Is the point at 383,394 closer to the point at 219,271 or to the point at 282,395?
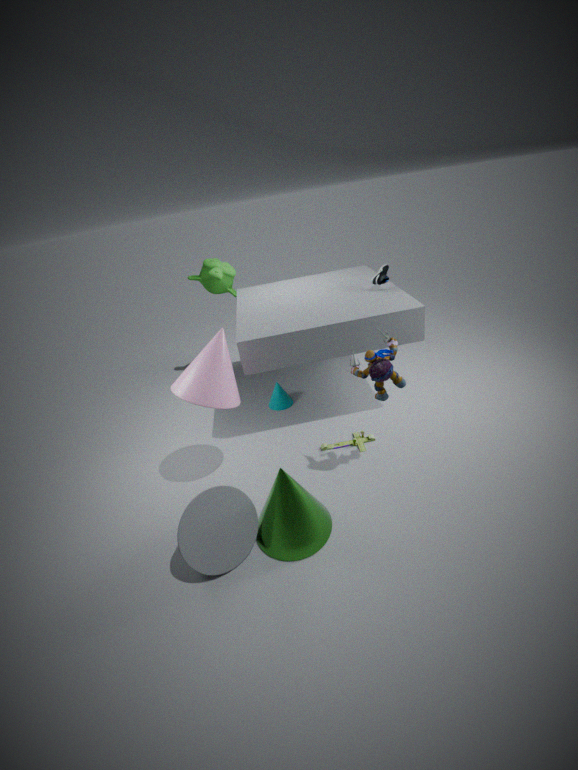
the point at 282,395
